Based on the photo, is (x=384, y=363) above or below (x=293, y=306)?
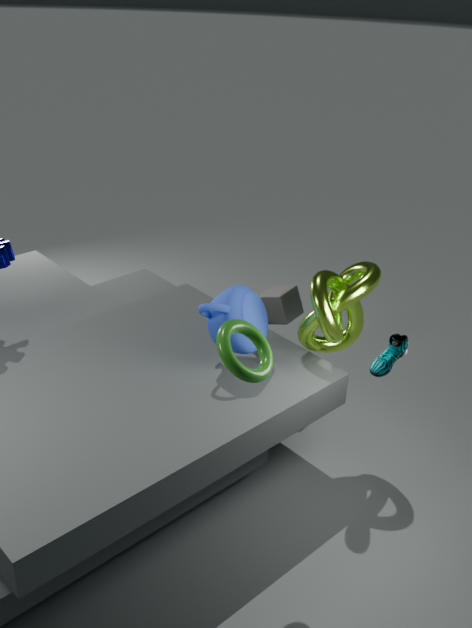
above
